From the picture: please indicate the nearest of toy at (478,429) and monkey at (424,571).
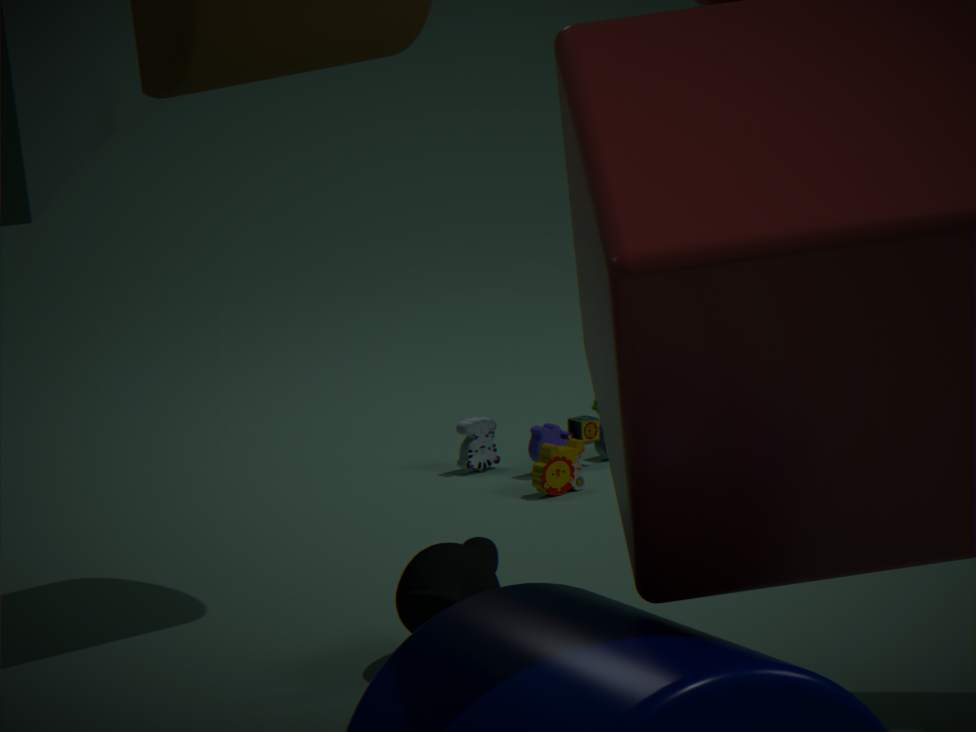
Answer: monkey at (424,571)
